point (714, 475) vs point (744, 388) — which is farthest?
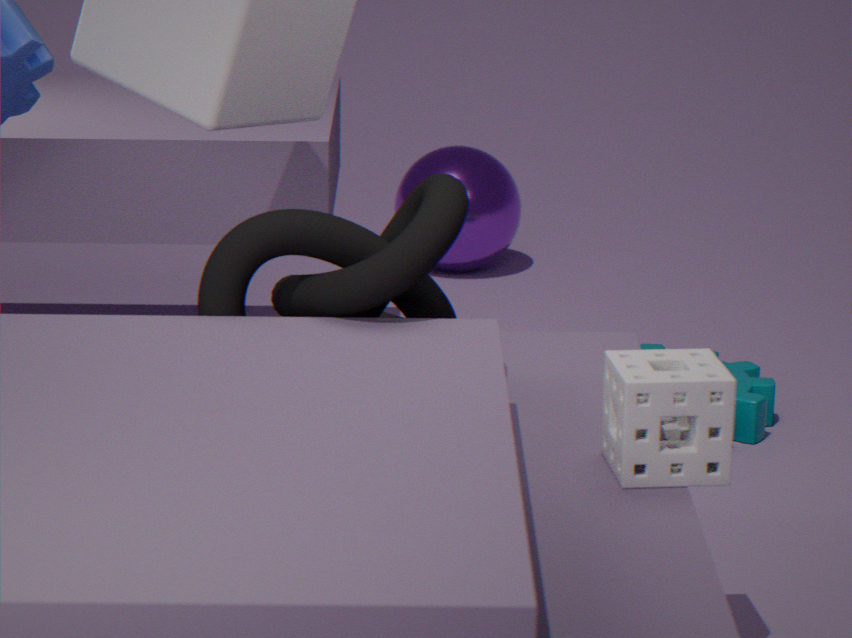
point (744, 388)
